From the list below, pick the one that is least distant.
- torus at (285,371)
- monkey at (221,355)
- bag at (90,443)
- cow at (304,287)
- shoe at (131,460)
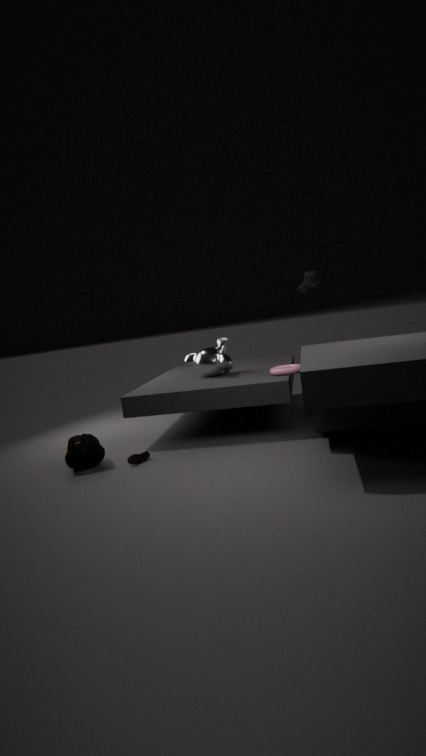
bag at (90,443)
